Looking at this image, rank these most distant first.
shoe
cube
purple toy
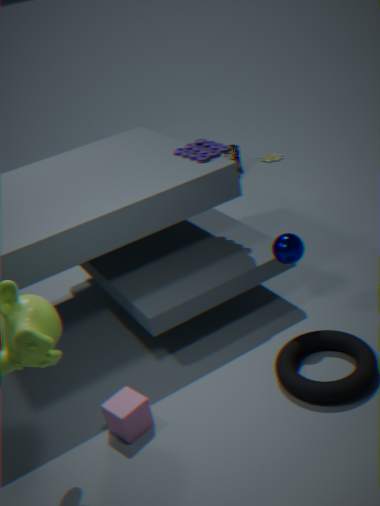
shoe → purple toy → cube
